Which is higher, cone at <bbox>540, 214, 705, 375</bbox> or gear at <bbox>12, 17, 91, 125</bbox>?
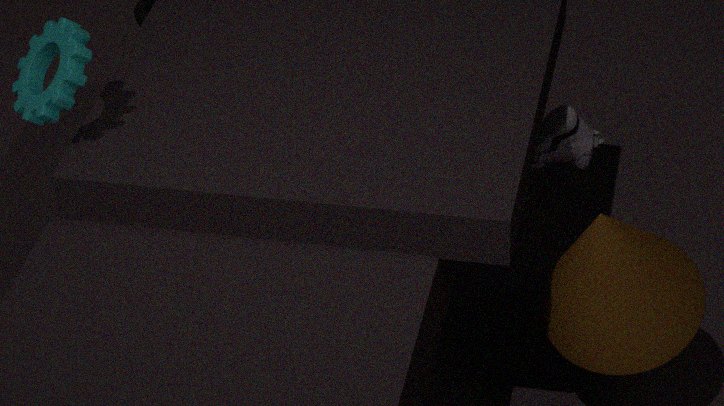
gear at <bbox>12, 17, 91, 125</bbox>
